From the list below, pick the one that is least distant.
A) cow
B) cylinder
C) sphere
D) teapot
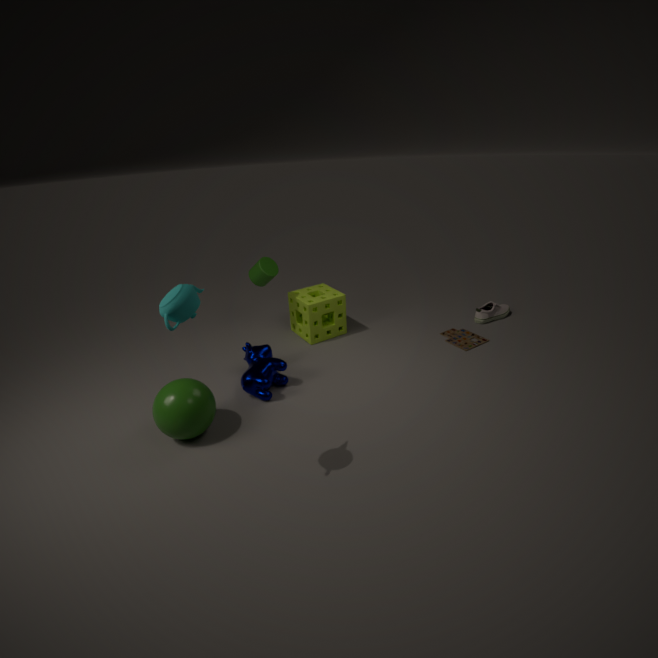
teapot
